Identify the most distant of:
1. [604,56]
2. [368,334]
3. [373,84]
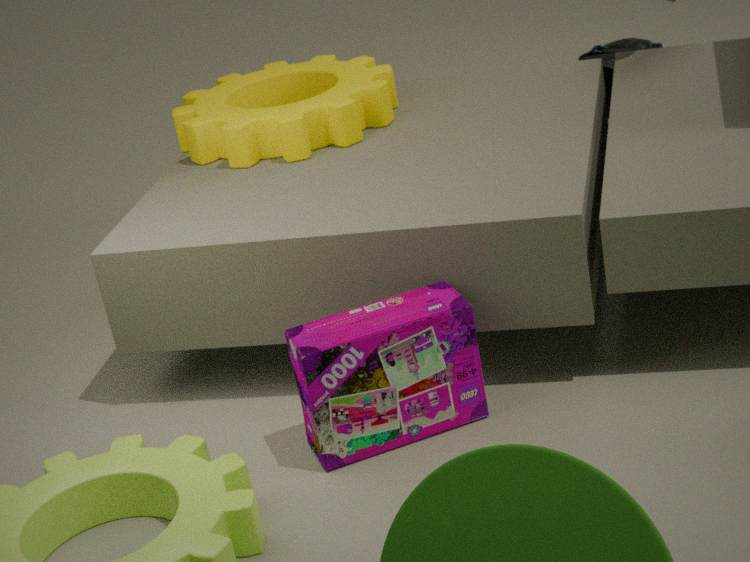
[604,56]
